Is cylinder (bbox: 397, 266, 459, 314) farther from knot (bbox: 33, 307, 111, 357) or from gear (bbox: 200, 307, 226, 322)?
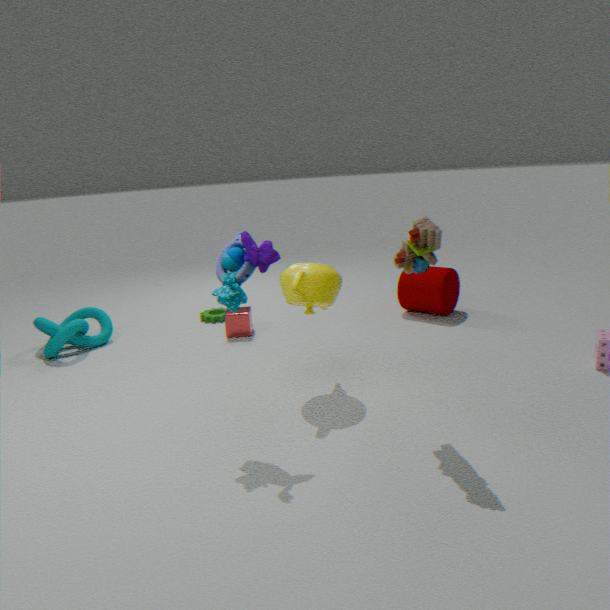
knot (bbox: 33, 307, 111, 357)
